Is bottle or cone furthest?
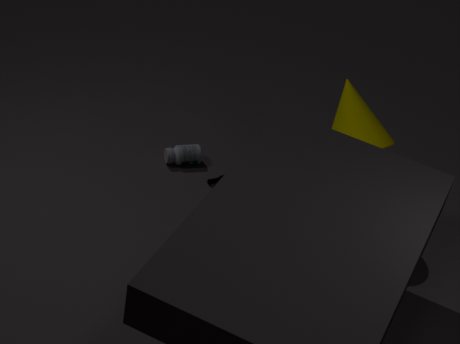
bottle
